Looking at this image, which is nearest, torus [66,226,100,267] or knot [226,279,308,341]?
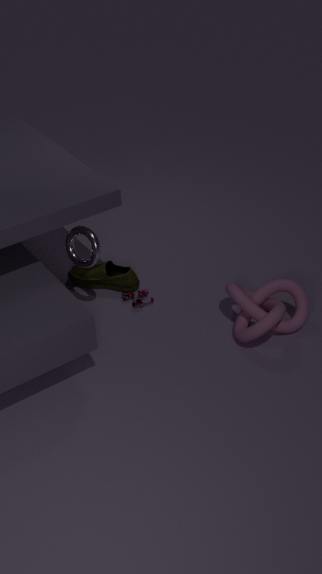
knot [226,279,308,341]
